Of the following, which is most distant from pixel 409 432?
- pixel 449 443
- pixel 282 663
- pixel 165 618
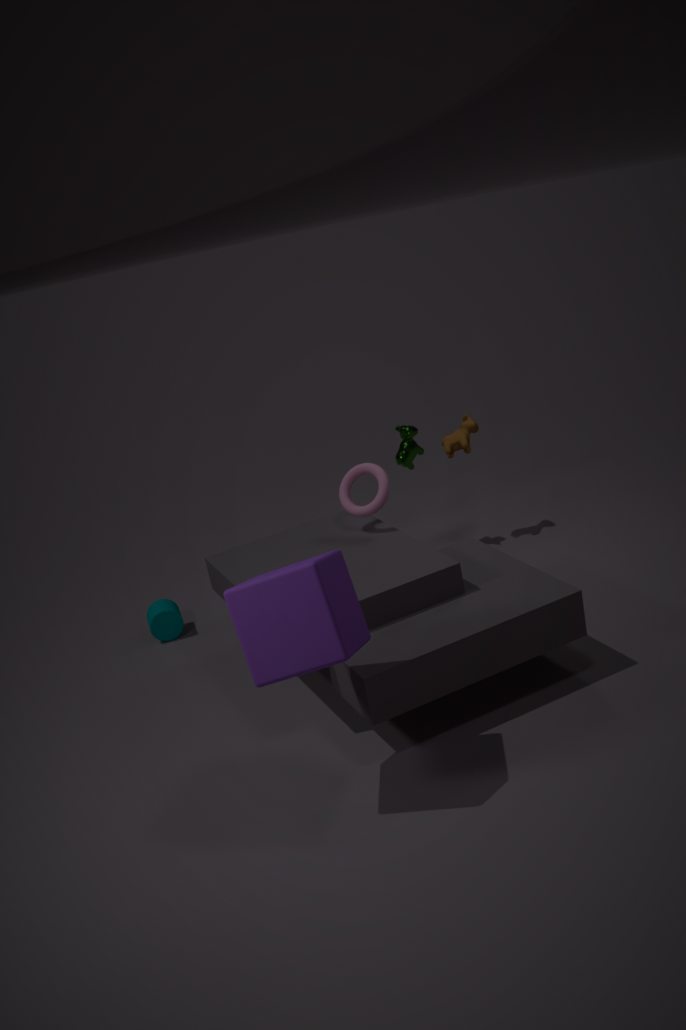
pixel 282 663
